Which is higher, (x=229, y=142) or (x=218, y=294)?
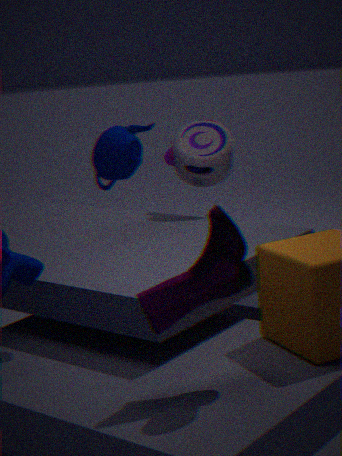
(x=229, y=142)
